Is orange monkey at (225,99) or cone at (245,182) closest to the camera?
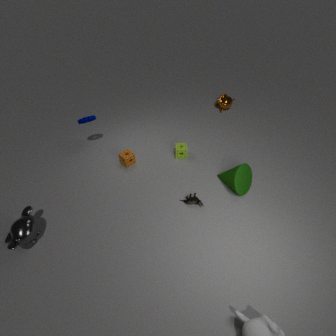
cone at (245,182)
